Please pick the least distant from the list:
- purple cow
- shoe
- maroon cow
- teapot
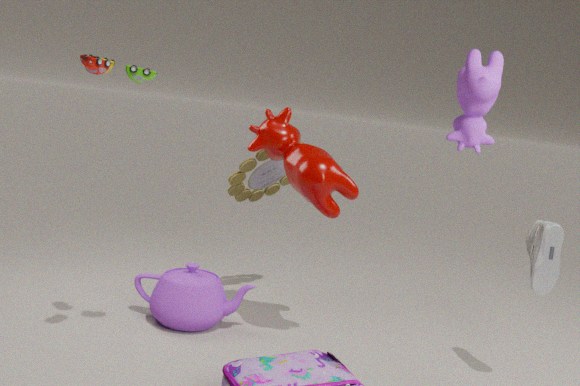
purple cow
